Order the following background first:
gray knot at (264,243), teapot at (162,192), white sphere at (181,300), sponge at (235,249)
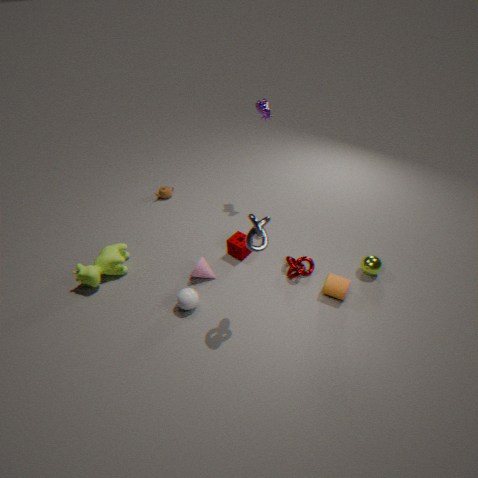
teapot at (162,192)
sponge at (235,249)
white sphere at (181,300)
gray knot at (264,243)
